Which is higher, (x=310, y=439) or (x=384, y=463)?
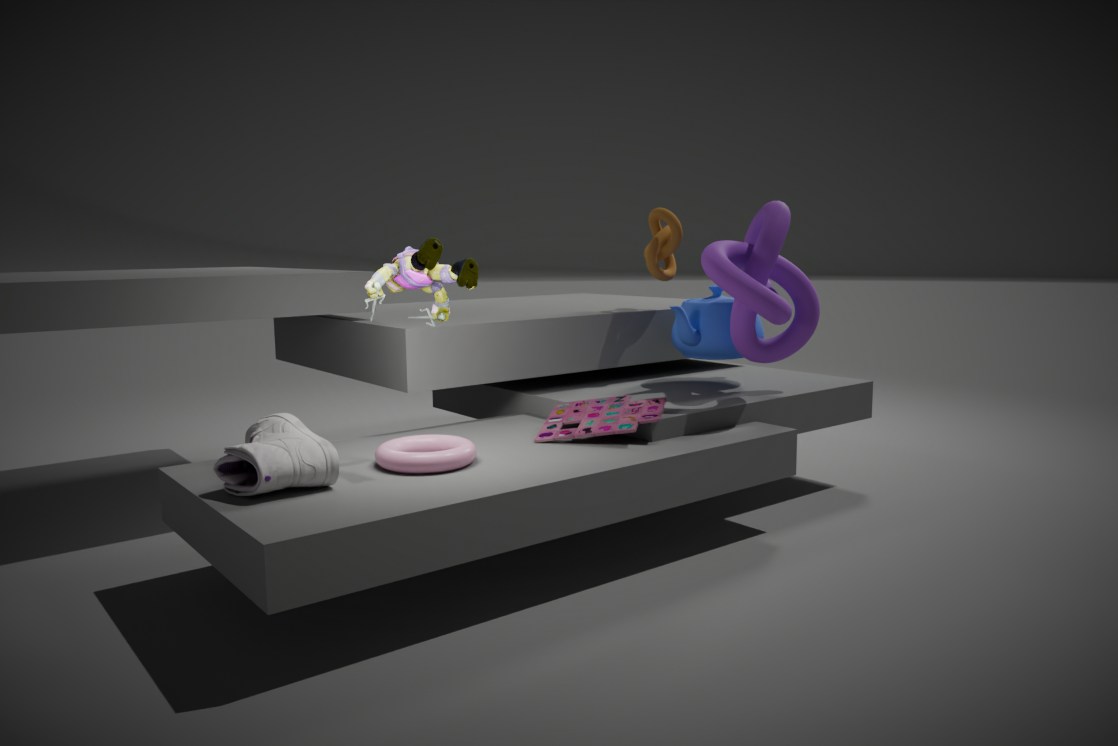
(x=310, y=439)
